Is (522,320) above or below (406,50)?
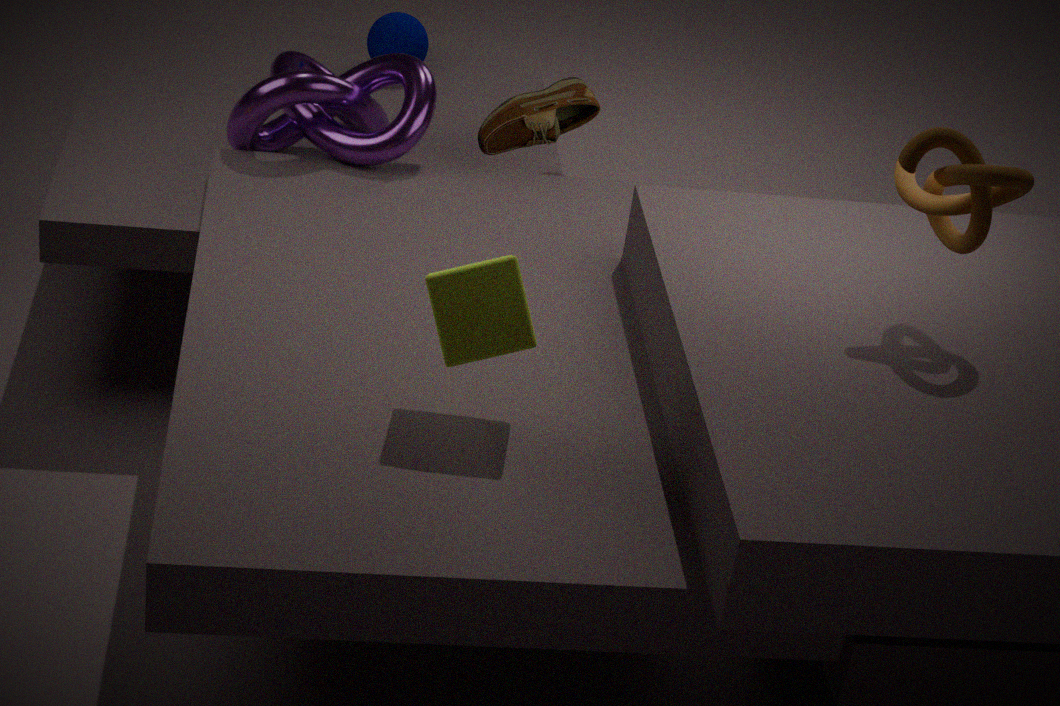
above
